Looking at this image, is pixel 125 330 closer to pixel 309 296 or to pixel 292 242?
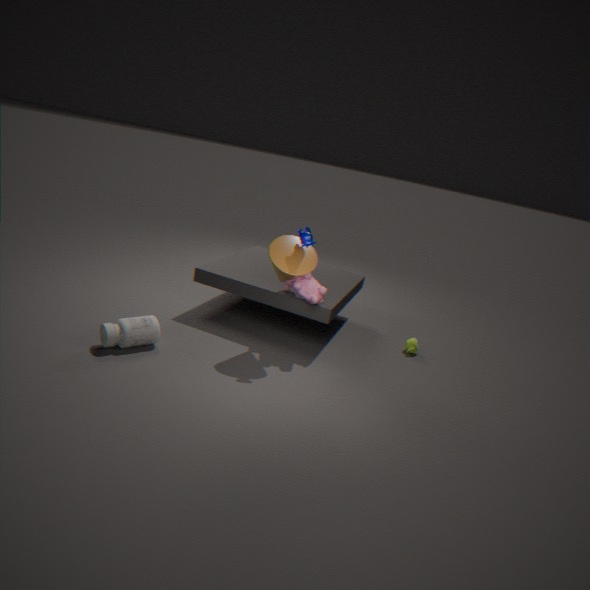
pixel 292 242
